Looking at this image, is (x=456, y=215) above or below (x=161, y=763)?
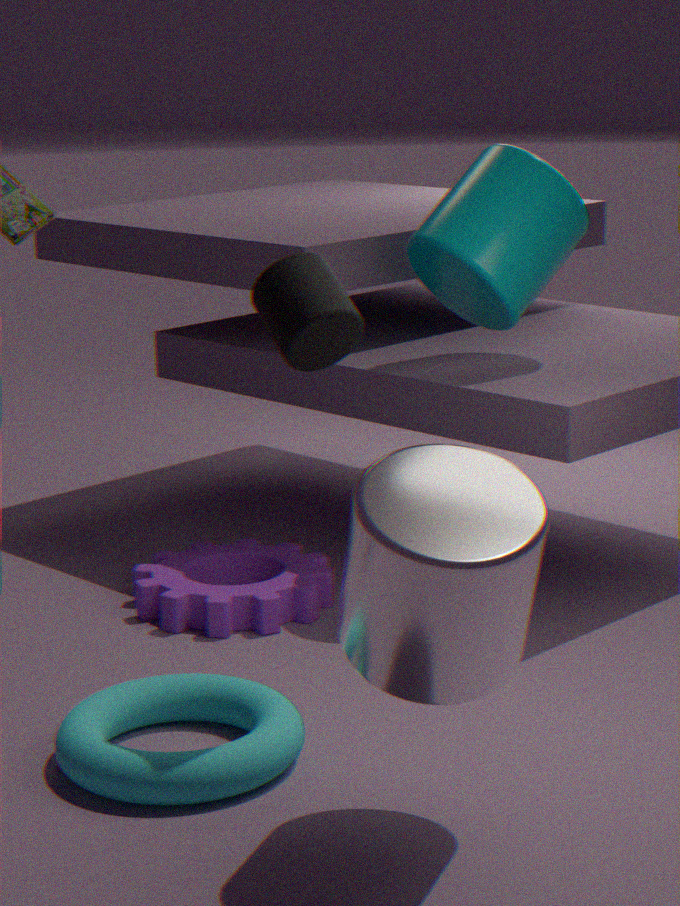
above
